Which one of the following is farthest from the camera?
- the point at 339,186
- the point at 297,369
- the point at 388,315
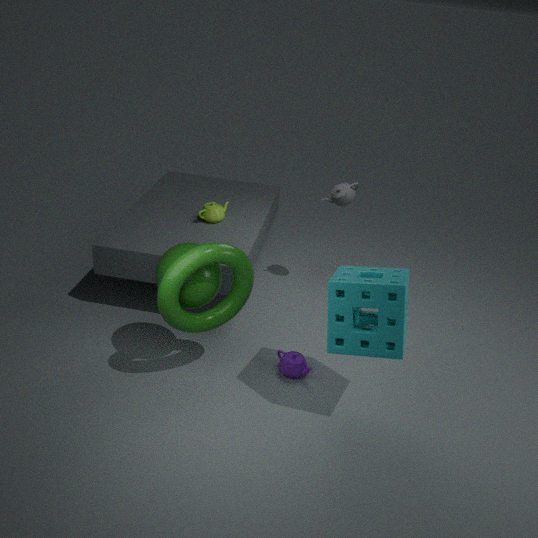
the point at 339,186
